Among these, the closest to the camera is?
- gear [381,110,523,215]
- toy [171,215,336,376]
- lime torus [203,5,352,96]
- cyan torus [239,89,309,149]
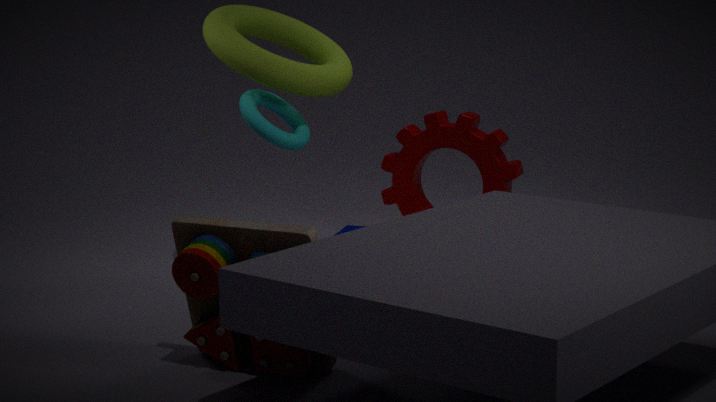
toy [171,215,336,376]
